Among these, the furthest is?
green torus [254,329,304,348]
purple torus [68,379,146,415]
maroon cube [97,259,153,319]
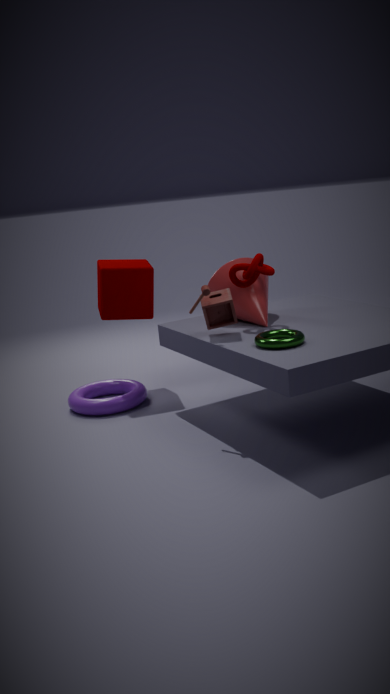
maroon cube [97,259,153,319]
